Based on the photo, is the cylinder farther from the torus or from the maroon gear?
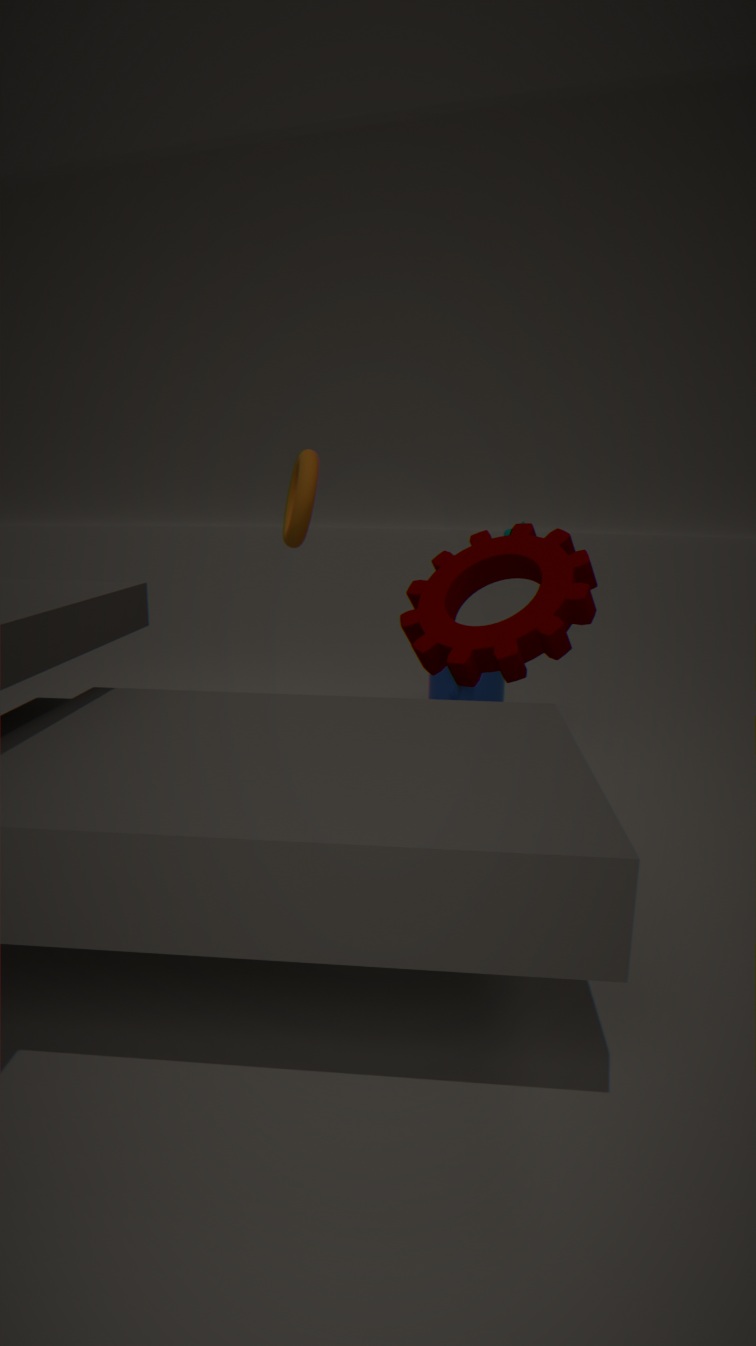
the torus
